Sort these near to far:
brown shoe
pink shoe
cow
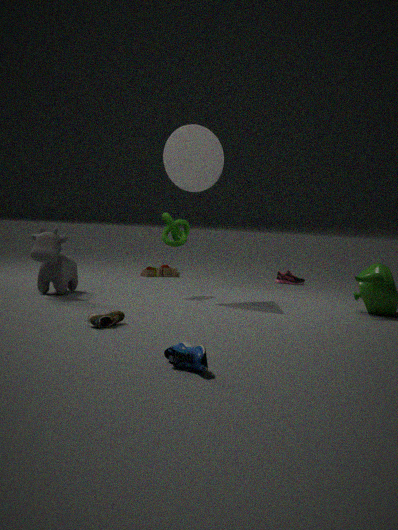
1. brown shoe
2. cow
3. pink shoe
